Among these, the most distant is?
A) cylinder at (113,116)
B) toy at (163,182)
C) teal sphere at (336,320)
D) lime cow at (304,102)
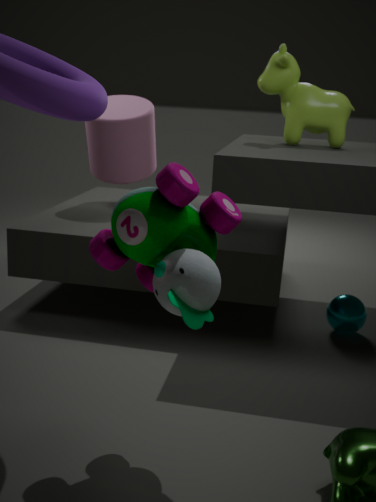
cylinder at (113,116)
